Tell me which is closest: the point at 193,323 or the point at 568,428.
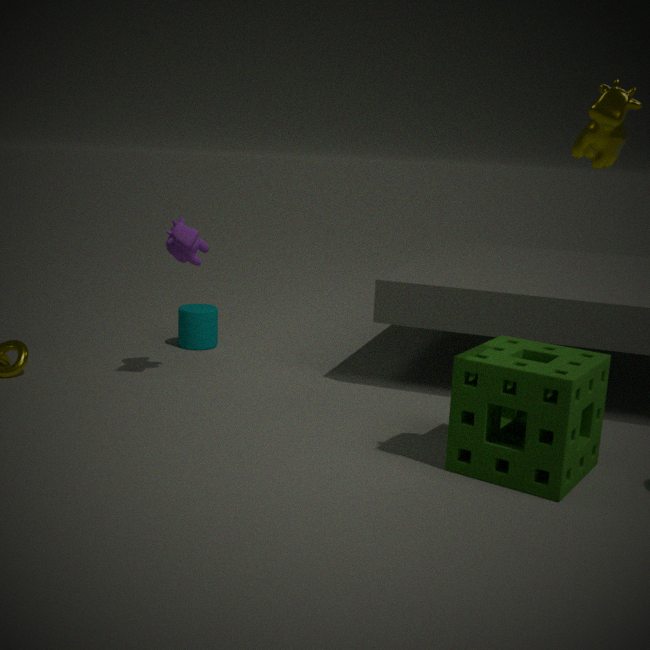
the point at 568,428
